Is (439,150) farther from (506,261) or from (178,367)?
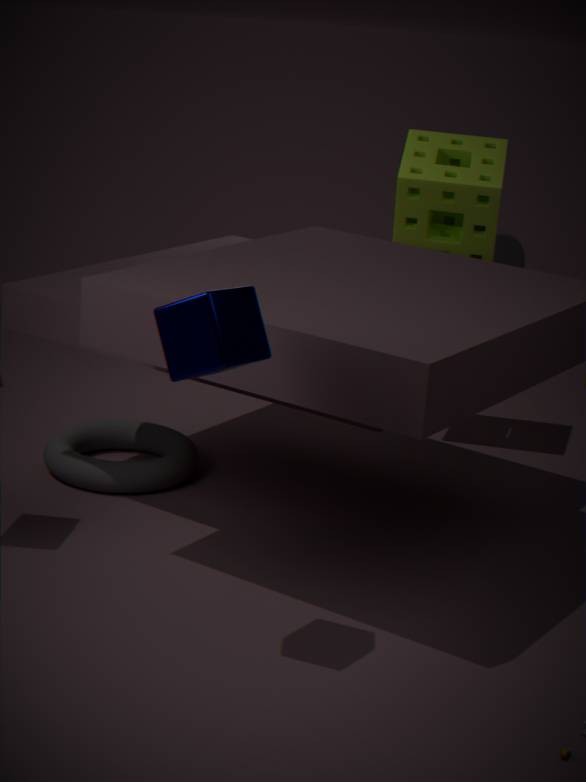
(506,261)
